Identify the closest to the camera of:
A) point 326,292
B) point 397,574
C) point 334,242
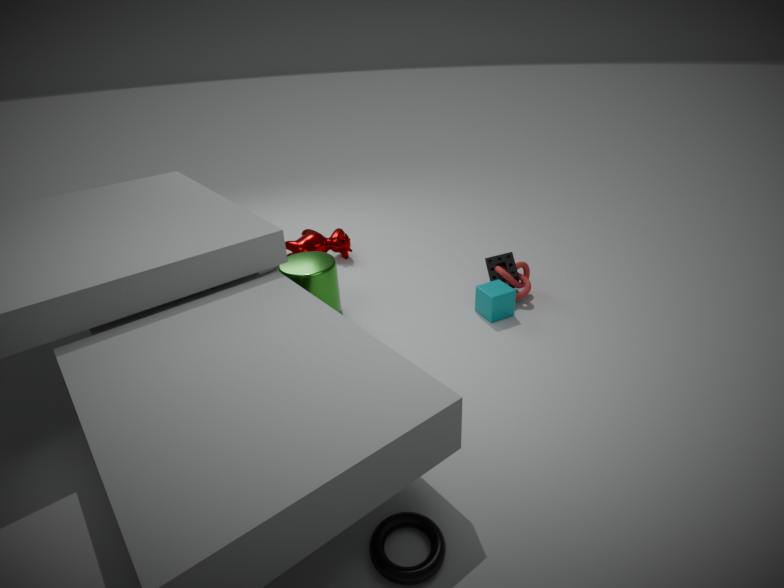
point 397,574
